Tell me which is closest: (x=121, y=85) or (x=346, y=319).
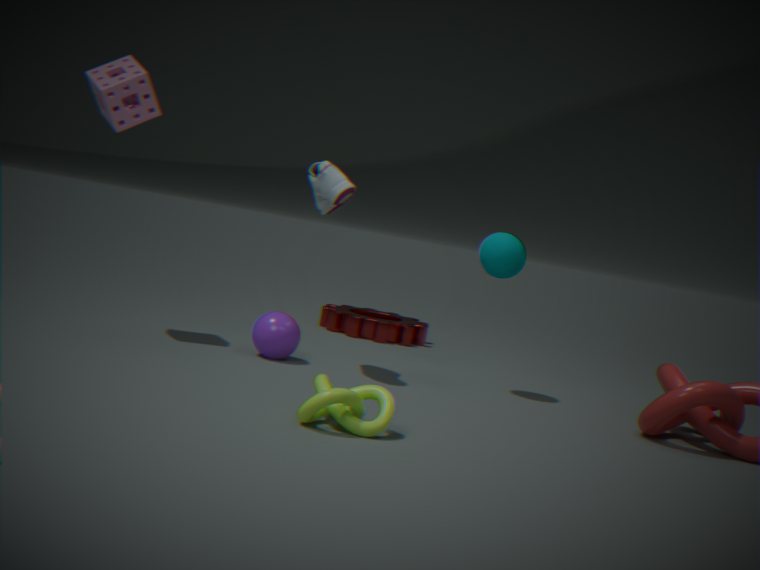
(x=121, y=85)
